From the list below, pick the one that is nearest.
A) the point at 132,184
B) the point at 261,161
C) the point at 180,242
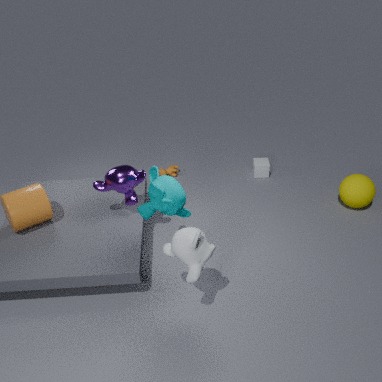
the point at 180,242
